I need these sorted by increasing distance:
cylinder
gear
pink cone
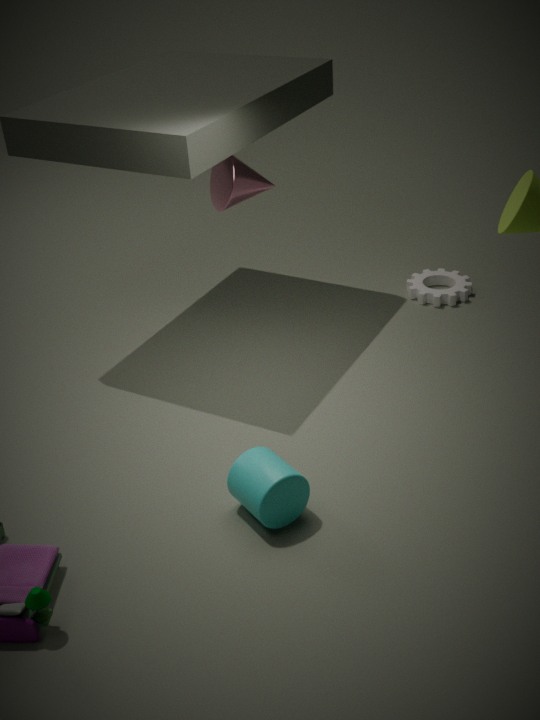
cylinder
pink cone
gear
